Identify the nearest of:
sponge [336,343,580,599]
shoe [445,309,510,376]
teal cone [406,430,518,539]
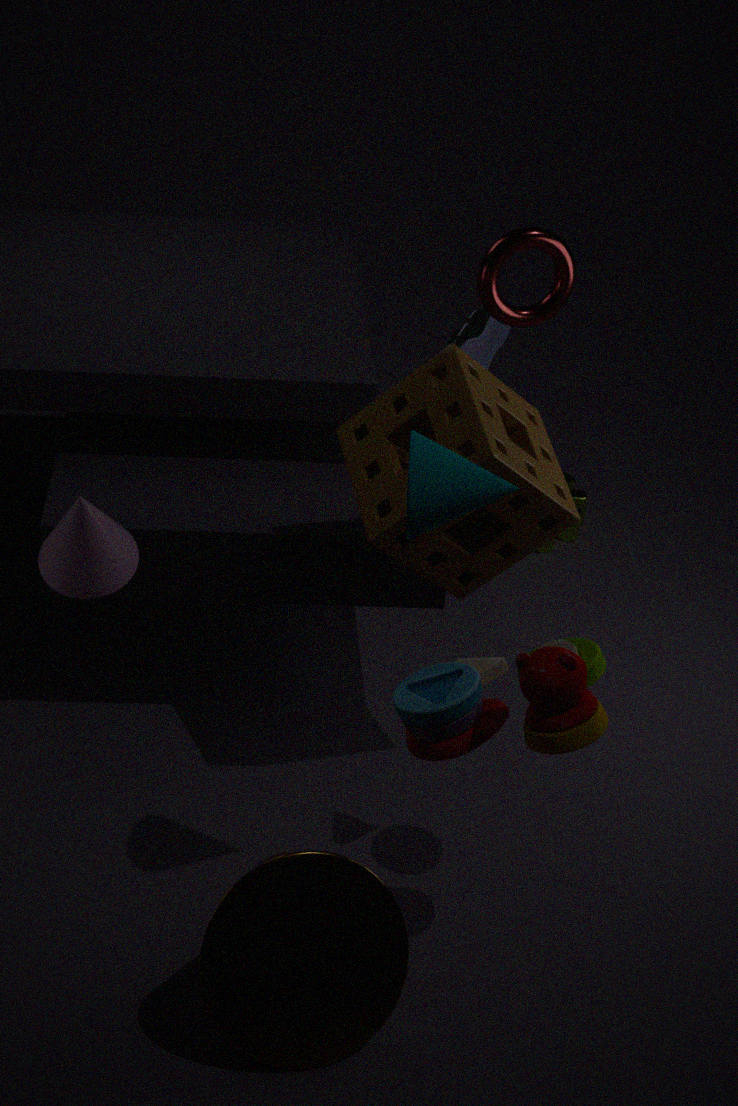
teal cone [406,430,518,539]
